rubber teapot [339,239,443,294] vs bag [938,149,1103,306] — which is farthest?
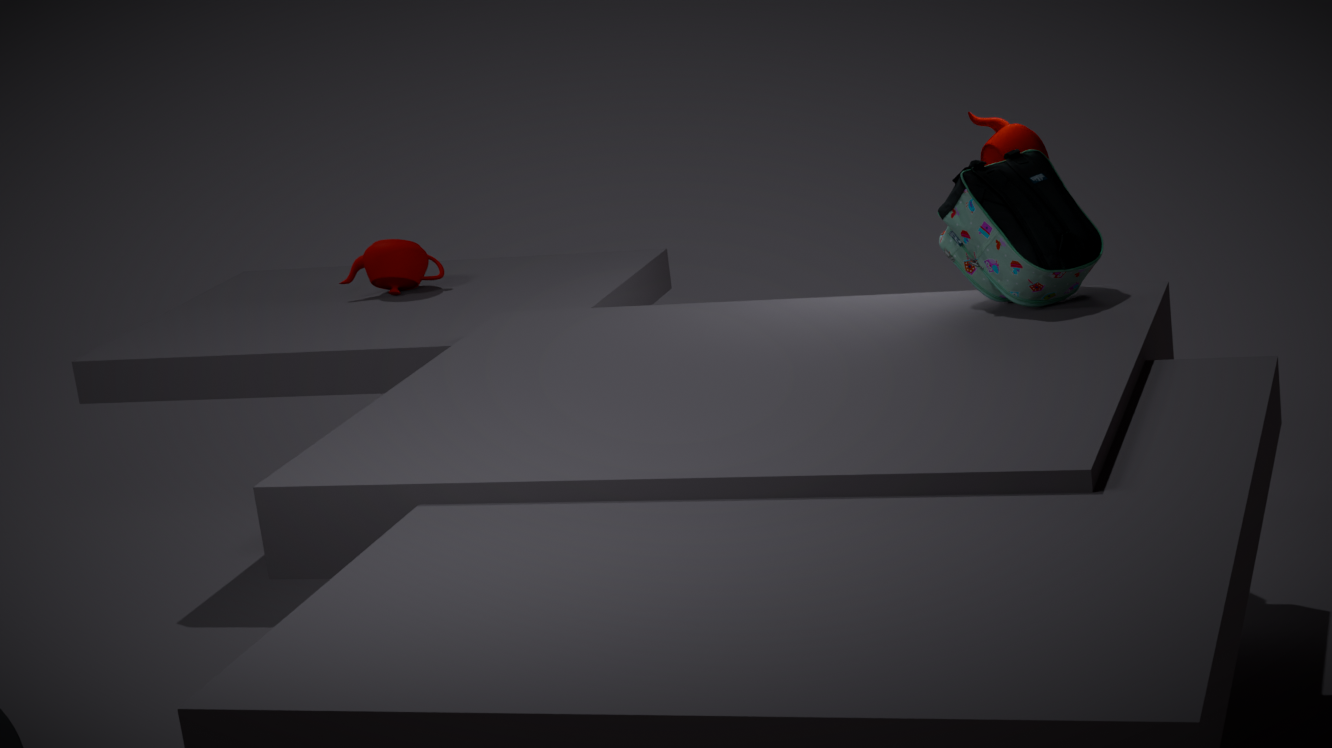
rubber teapot [339,239,443,294]
